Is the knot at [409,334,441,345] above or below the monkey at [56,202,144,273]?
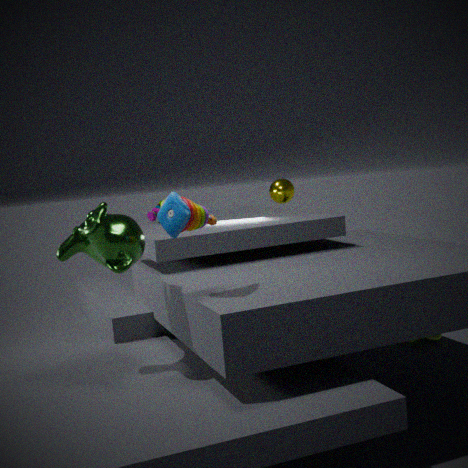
below
